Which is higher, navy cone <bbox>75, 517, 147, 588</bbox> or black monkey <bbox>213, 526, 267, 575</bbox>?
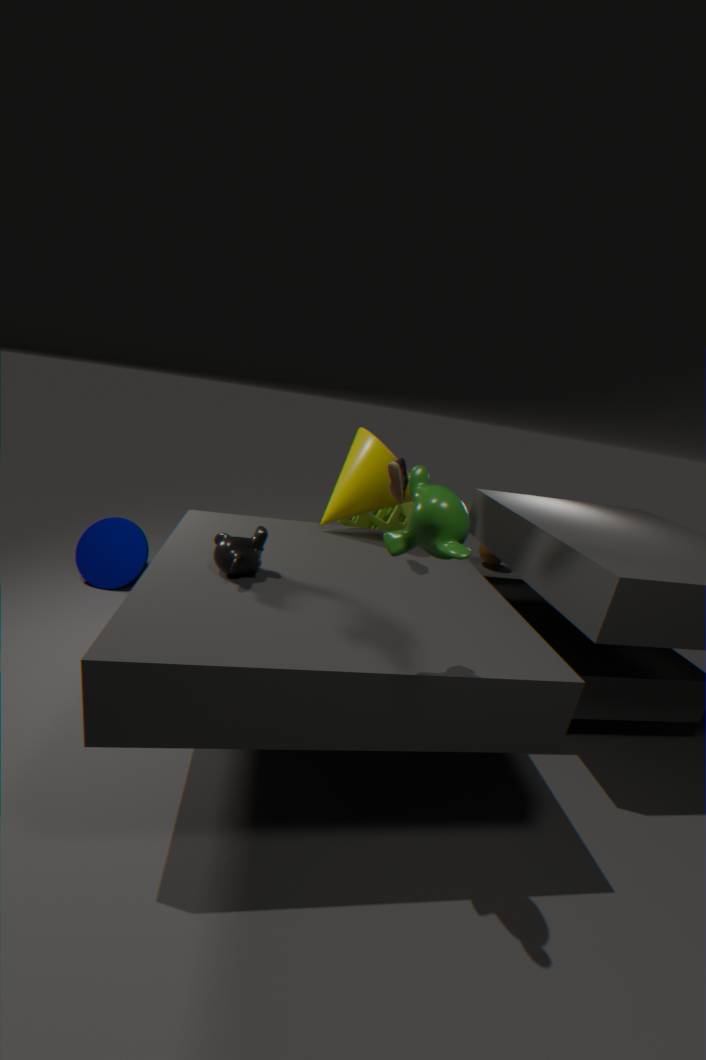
black monkey <bbox>213, 526, 267, 575</bbox>
